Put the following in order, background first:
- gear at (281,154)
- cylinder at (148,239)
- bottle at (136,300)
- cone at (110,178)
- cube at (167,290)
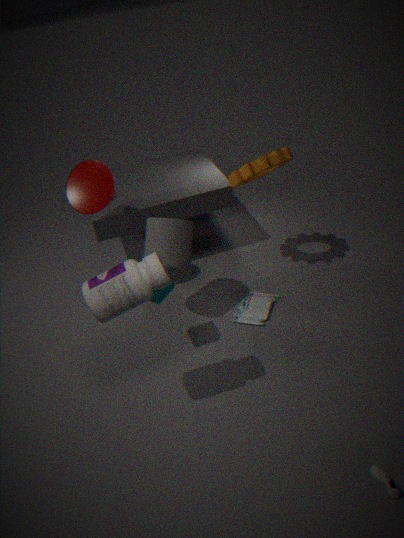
cone at (110,178), gear at (281,154), cylinder at (148,239), cube at (167,290), bottle at (136,300)
